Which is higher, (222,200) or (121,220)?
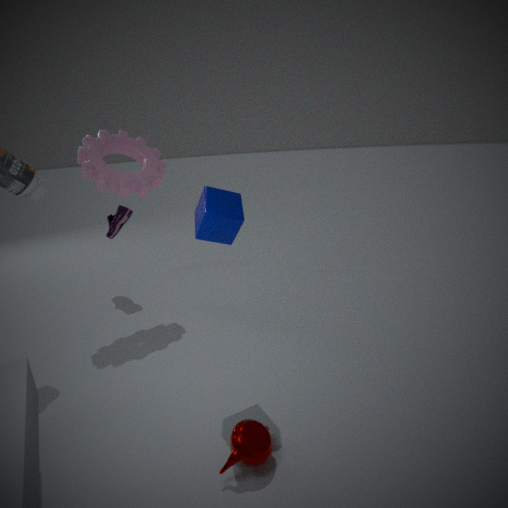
(222,200)
